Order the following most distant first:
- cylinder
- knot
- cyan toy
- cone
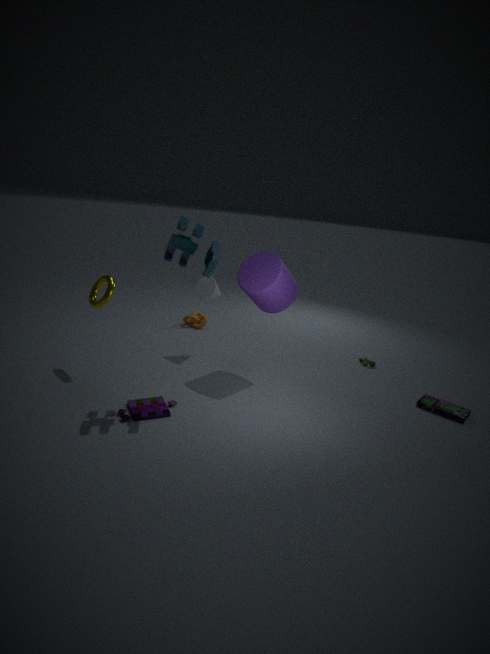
1. knot
2. cone
3. cylinder
4. cyan toy
